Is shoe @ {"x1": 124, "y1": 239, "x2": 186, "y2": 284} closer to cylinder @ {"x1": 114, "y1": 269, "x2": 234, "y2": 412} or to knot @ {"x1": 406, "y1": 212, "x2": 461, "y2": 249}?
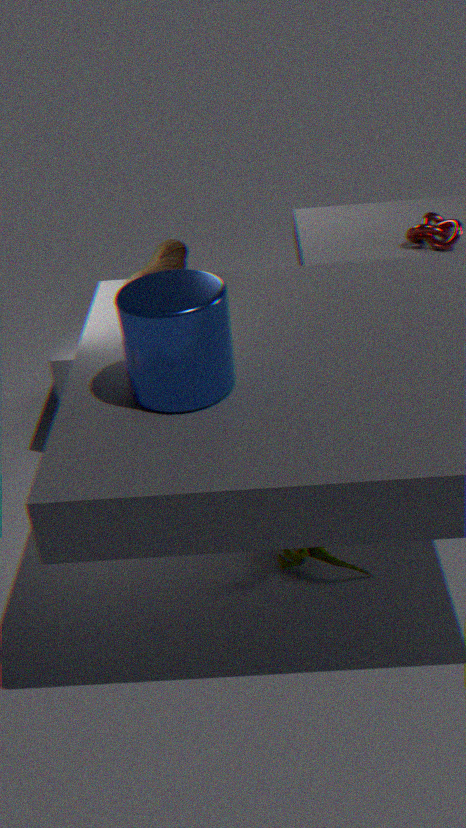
cylinder @ {"x1": 114, "y1": 269, "x2": 234, "y2": 412}
